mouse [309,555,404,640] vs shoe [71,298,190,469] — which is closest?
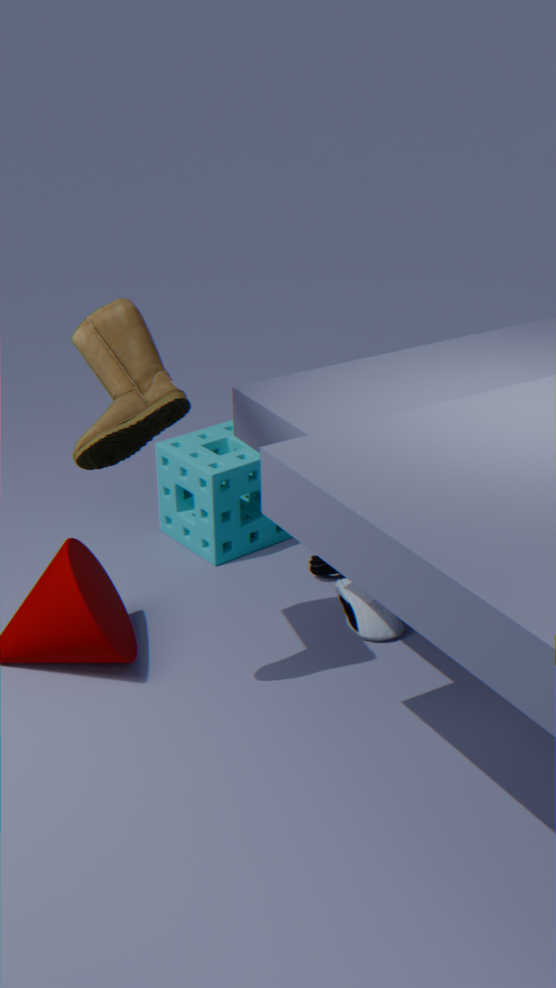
shoe [71,298,190,469]
